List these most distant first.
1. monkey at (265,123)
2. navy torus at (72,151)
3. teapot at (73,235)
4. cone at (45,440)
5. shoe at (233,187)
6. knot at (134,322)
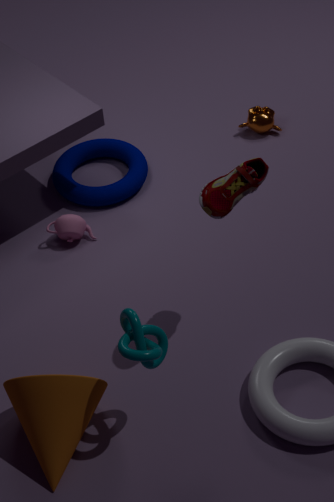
monkey at (265,123) → navy torus at (72,151) → teapot at (73,235) → shoe at (233,187) → cone at (45,440) → knot at (134,322)
